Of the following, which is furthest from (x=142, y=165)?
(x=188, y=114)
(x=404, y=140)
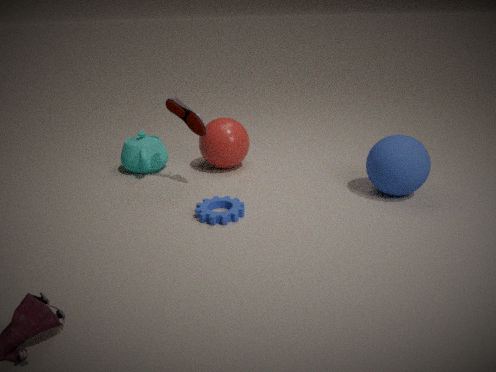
(x=404, y=140)
